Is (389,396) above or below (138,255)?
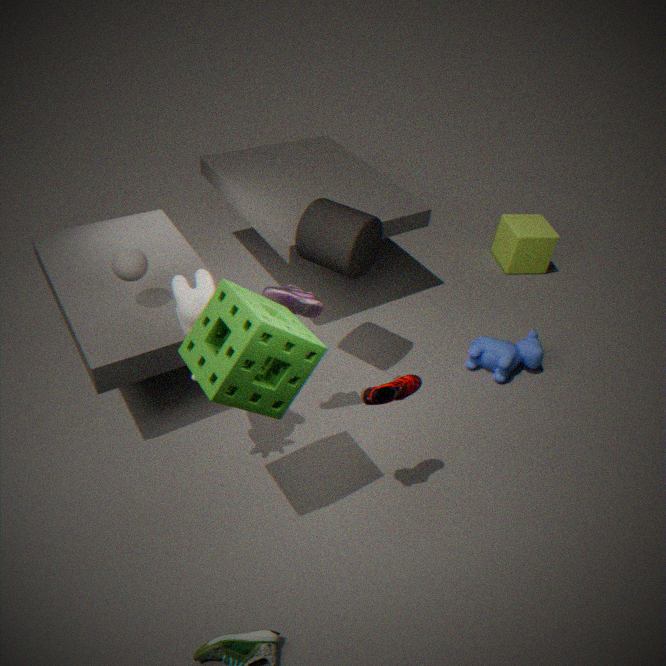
below
